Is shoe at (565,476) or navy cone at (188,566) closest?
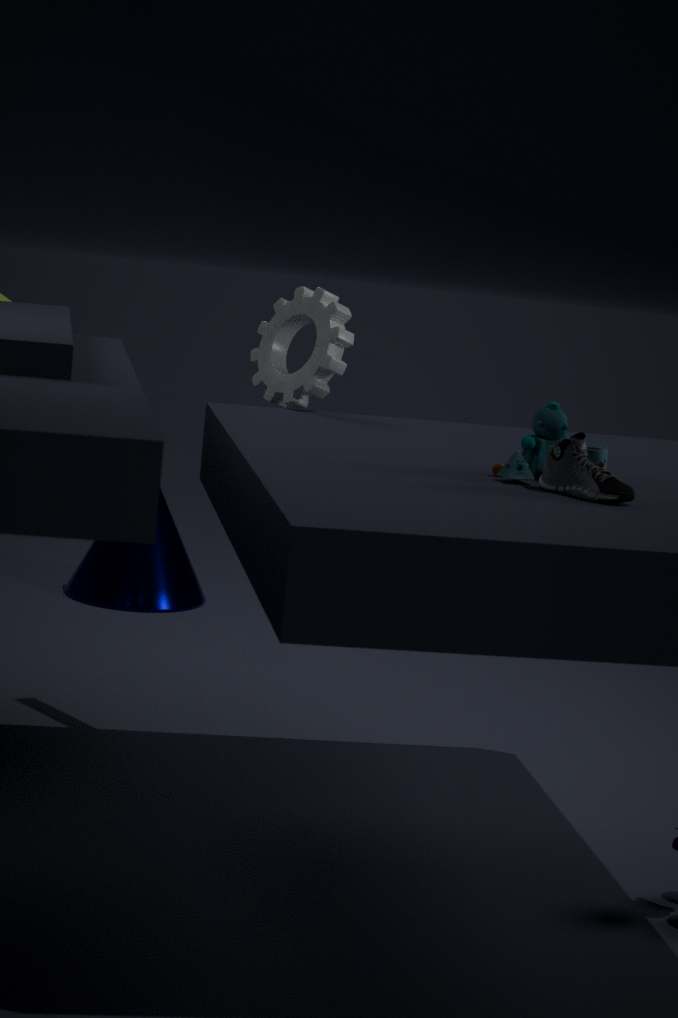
shoe at (565,476)
